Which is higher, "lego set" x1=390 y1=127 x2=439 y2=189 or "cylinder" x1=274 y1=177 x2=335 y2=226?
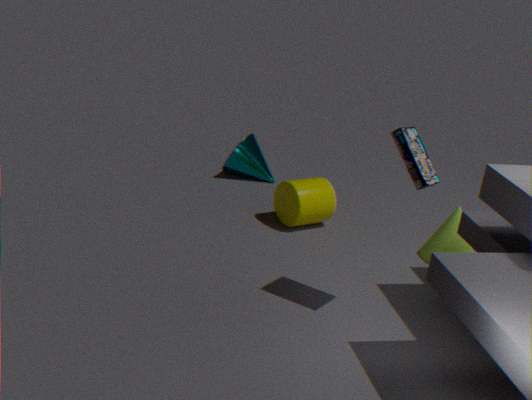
"lego set" x1=390 y1=127 x2=439 y2=189
